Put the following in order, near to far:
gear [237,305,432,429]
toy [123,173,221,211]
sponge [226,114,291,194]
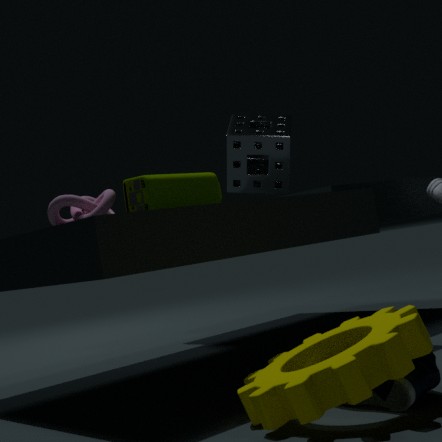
gear [237,305,432,429], toy [123,173,221,211], sponge [226,114,291,194]
